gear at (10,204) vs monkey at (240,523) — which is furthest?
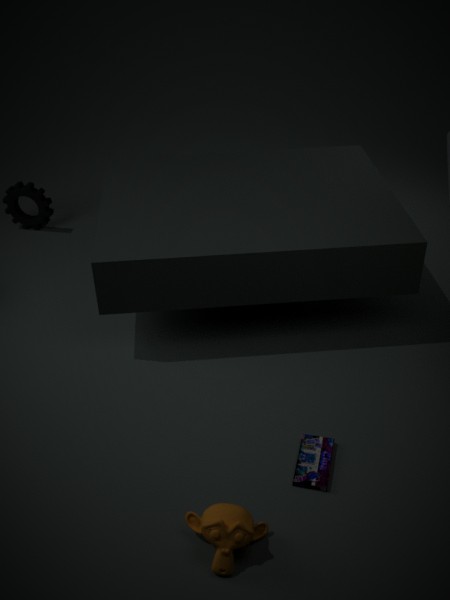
gear at (10,204)
